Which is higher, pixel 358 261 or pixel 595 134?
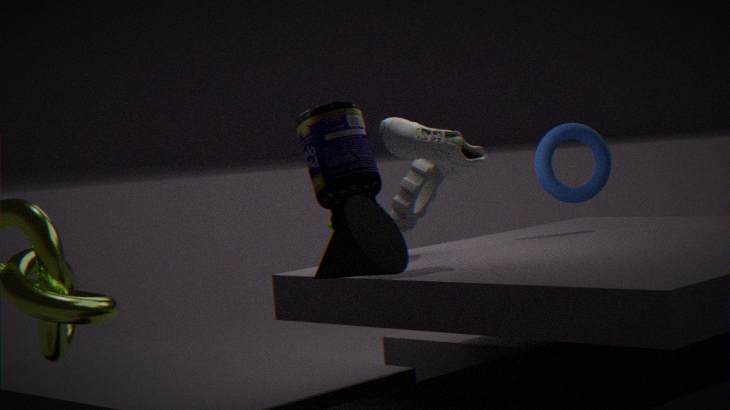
pixel 595 134
